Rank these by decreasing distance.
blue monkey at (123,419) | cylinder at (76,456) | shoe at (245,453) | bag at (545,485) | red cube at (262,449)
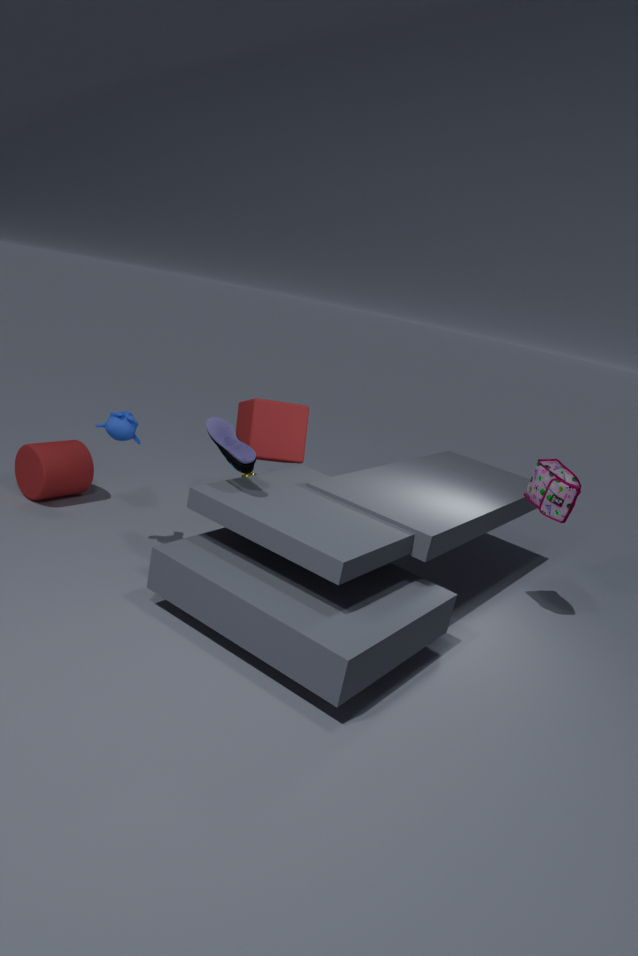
cylinder at (76,456) → red cube at (262,449) → bag at (545,485) → blue monkey at (123,419) → shoe at (245,453)
